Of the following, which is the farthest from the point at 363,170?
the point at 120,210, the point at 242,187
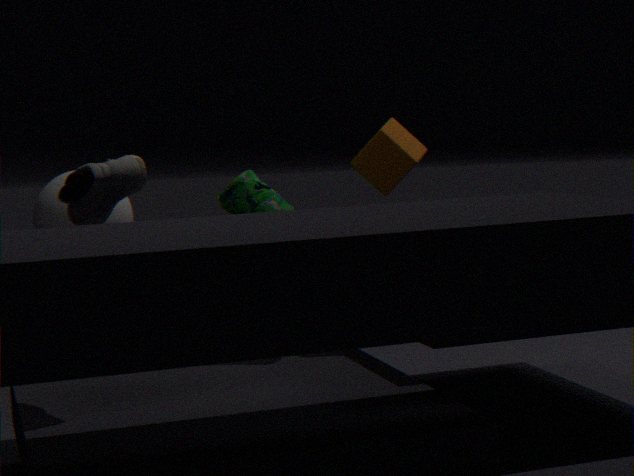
the point at 120,210
